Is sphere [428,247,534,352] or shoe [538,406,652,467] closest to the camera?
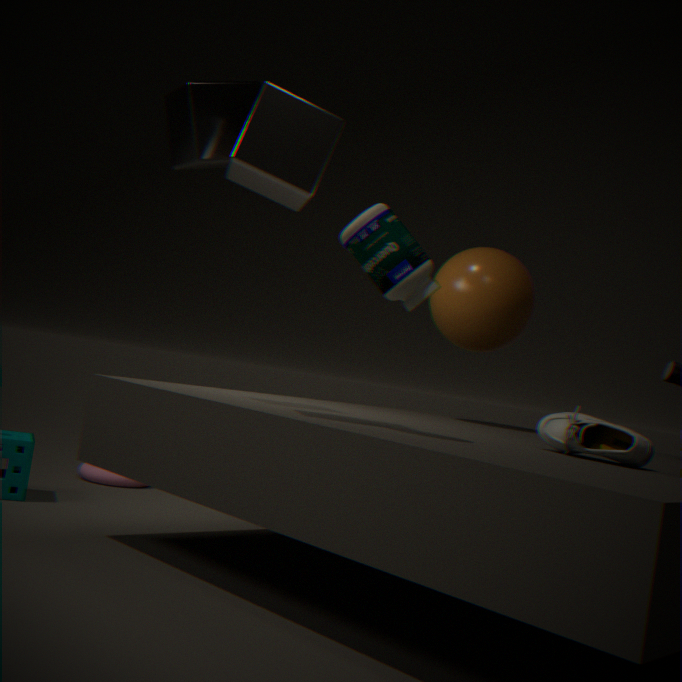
shoe [538,406,652,467]
